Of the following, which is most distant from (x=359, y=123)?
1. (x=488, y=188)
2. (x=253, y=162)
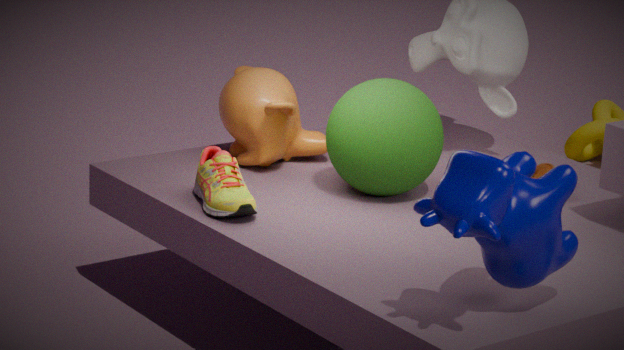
(x=488, y=188)
